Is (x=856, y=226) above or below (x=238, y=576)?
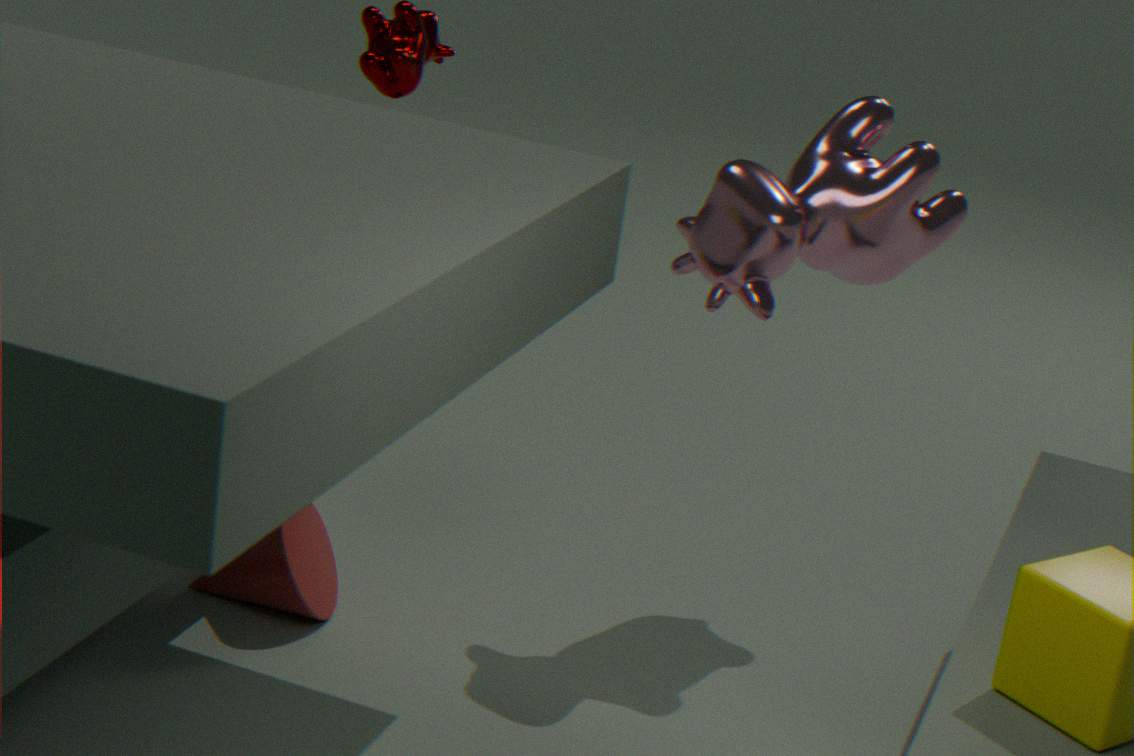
above
